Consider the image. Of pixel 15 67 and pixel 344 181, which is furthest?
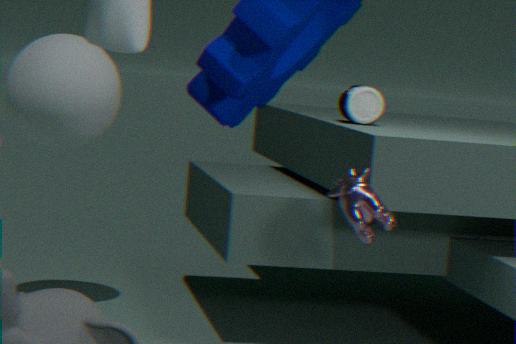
pixel 15 67
